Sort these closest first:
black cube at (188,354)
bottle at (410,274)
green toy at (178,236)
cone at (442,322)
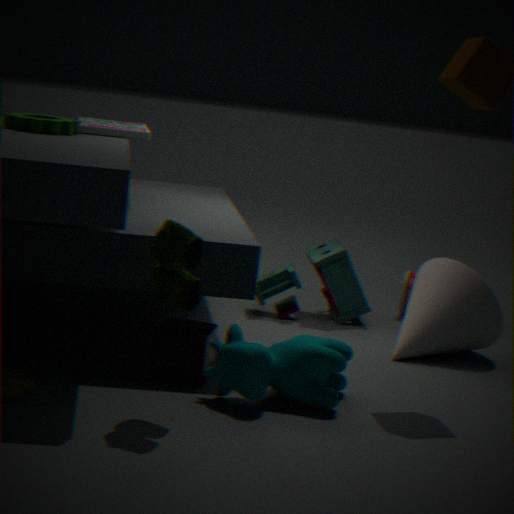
green toy at (178,236)
black cube at (188,354)
cone at (442,322)
bottle at (410,274)
